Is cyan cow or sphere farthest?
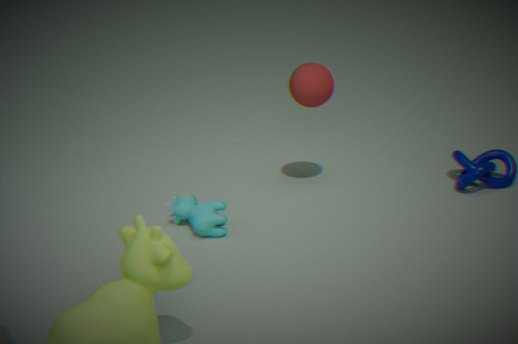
sphere
